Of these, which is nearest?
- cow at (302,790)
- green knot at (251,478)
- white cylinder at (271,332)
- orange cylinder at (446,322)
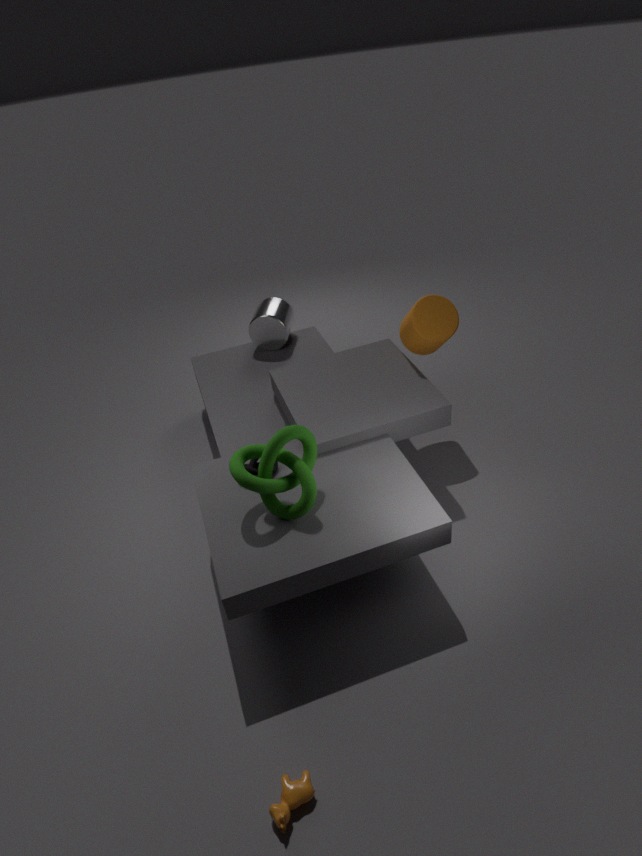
cow at (302,790)
